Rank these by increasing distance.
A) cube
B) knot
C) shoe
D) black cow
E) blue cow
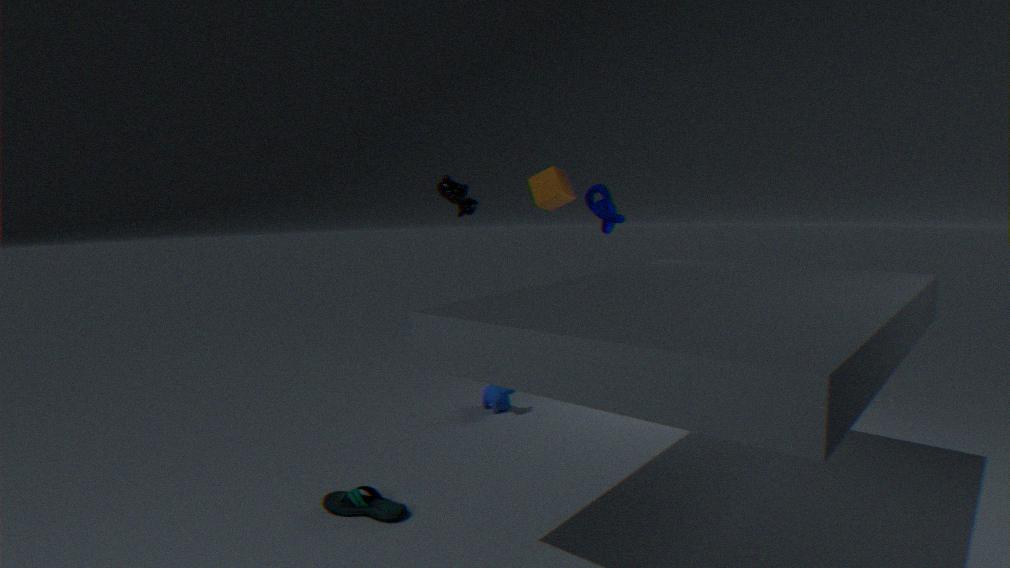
shoe, black cow, knot, blue cow, cube
